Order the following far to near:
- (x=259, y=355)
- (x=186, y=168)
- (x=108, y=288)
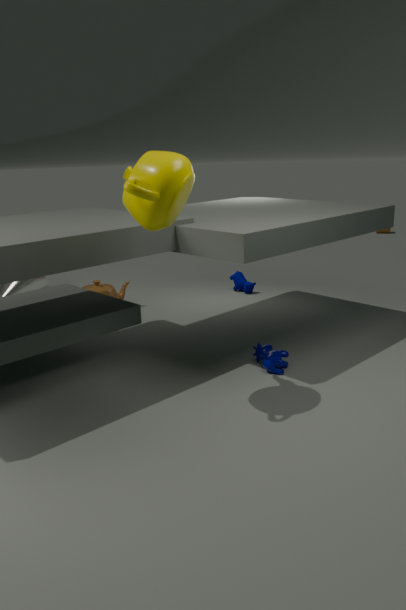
(x=108, y=288) < (x=259, y=355) < (x=186, y=168)
